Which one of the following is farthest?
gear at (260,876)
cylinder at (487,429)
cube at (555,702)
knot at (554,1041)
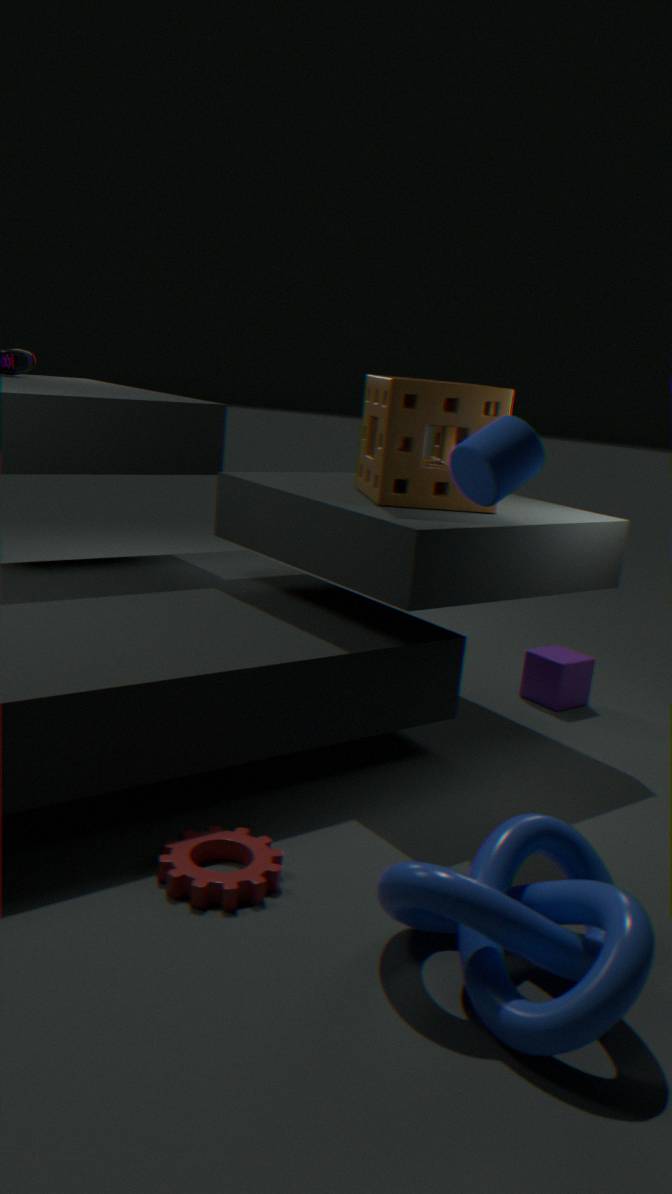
cube at (555,702)
